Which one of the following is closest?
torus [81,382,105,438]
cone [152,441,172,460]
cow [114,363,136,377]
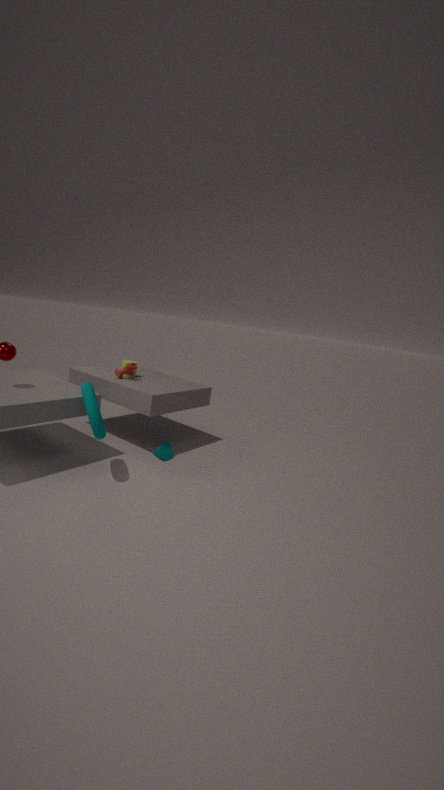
torus [81,382,105,438]
